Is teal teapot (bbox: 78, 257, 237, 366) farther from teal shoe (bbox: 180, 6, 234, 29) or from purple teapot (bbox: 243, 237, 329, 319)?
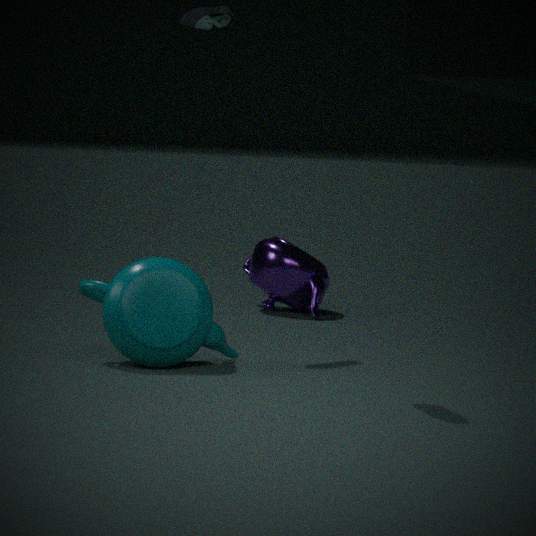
purple teapot (bbox: 243, 237, 329, 319)
